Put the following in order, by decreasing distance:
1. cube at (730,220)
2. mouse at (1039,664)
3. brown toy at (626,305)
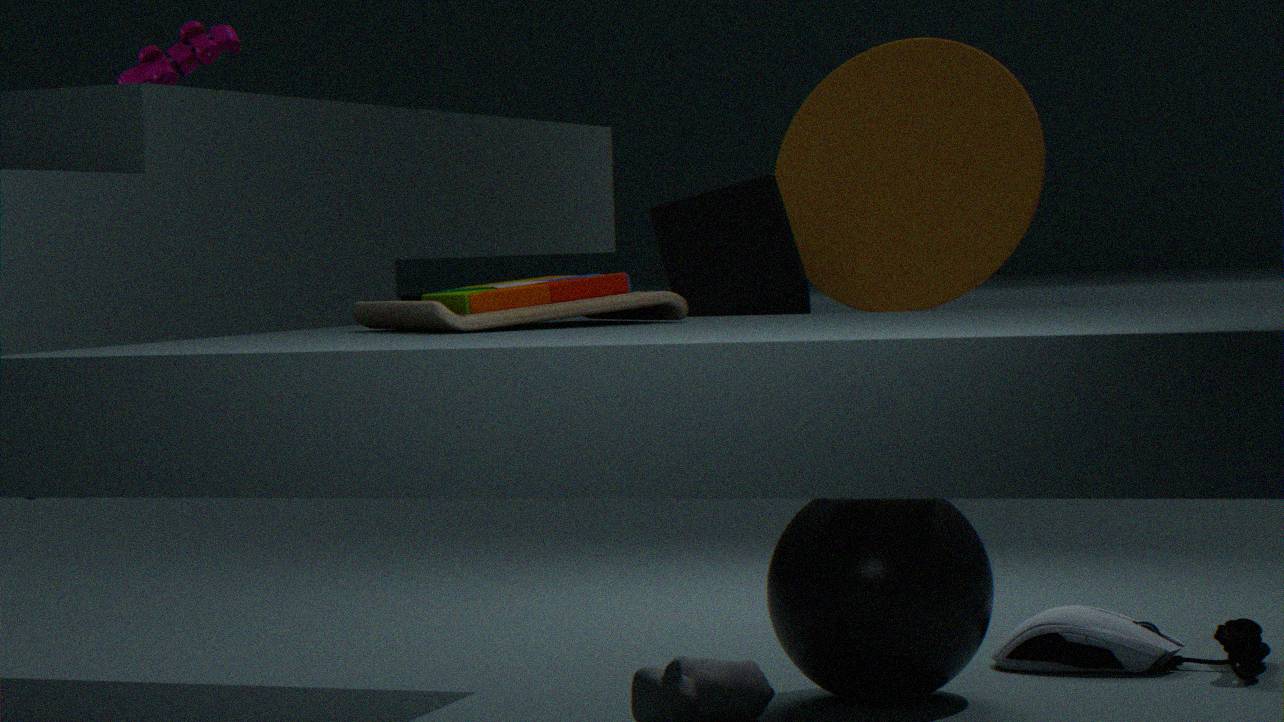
1. mouse at (1039,664)
2. cube at (730,220)
3. brown toy at (626,305)
